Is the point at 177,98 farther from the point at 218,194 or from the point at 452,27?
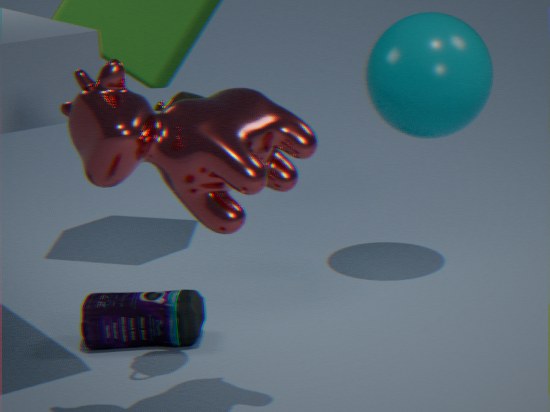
the point at 452,27
